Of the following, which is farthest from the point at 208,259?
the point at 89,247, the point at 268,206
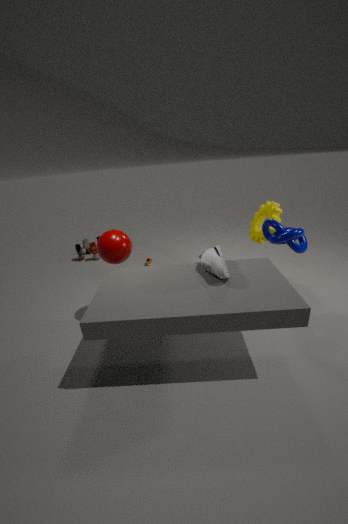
the point at 89,247
